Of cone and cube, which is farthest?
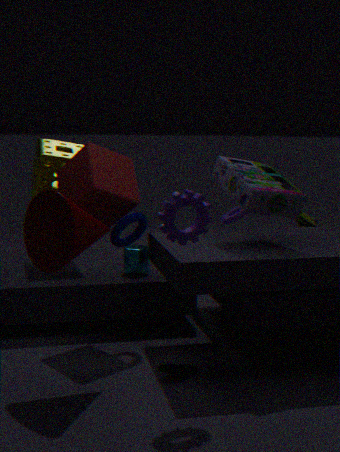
cube
